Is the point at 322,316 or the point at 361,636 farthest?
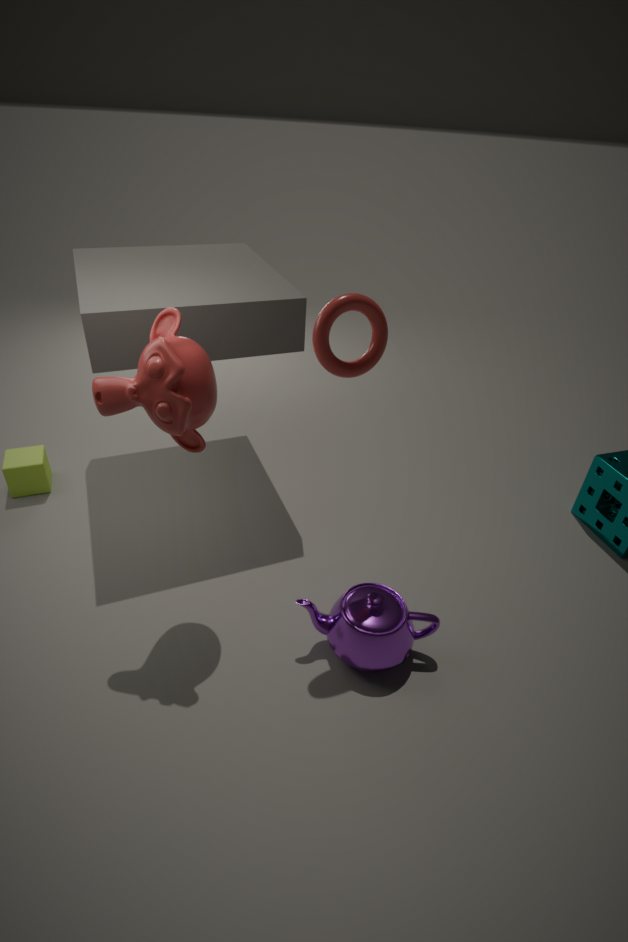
the point at 361,636
